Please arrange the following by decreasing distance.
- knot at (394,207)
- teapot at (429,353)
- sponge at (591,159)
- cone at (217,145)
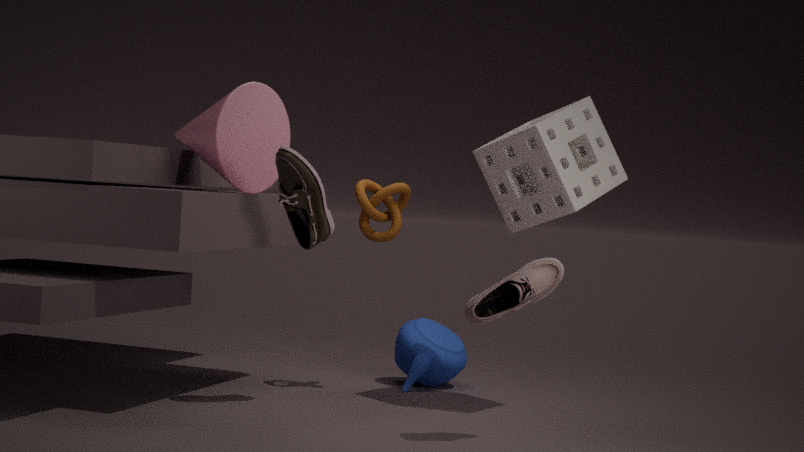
teapot at (429,353) < knot at (394,207) < cone at (217,145) < sponge at (591,159)
